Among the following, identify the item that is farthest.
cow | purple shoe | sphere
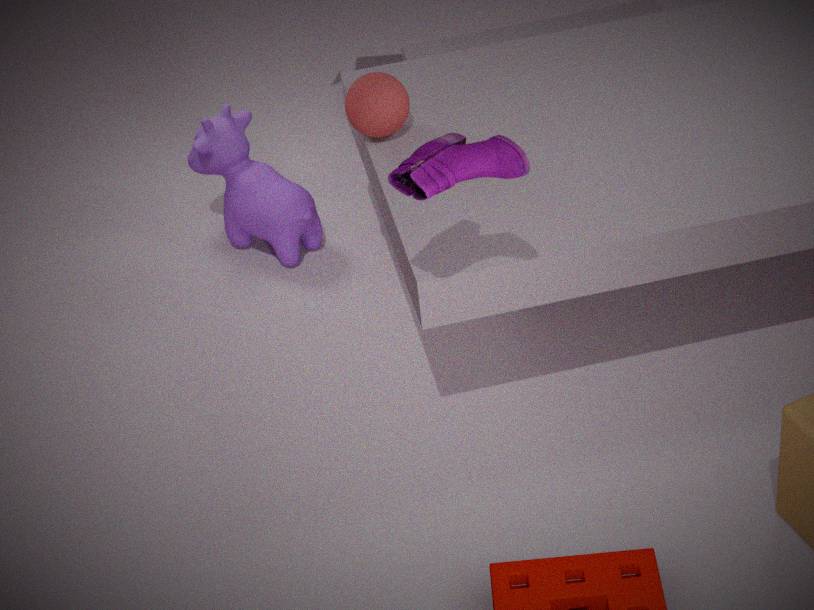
cow
